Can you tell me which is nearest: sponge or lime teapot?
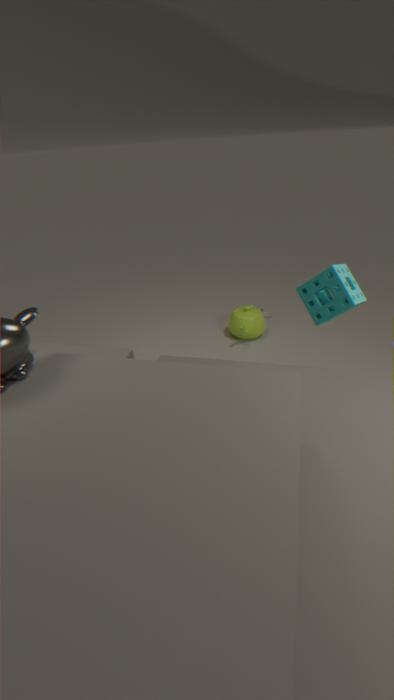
sponge
